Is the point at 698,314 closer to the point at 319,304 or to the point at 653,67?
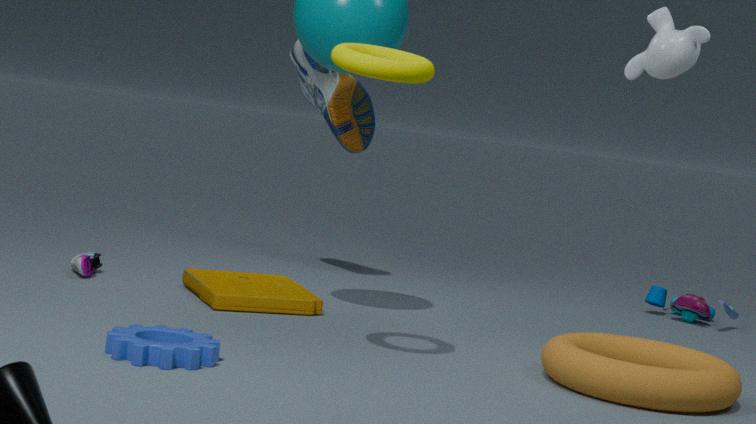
the point at 653,67
